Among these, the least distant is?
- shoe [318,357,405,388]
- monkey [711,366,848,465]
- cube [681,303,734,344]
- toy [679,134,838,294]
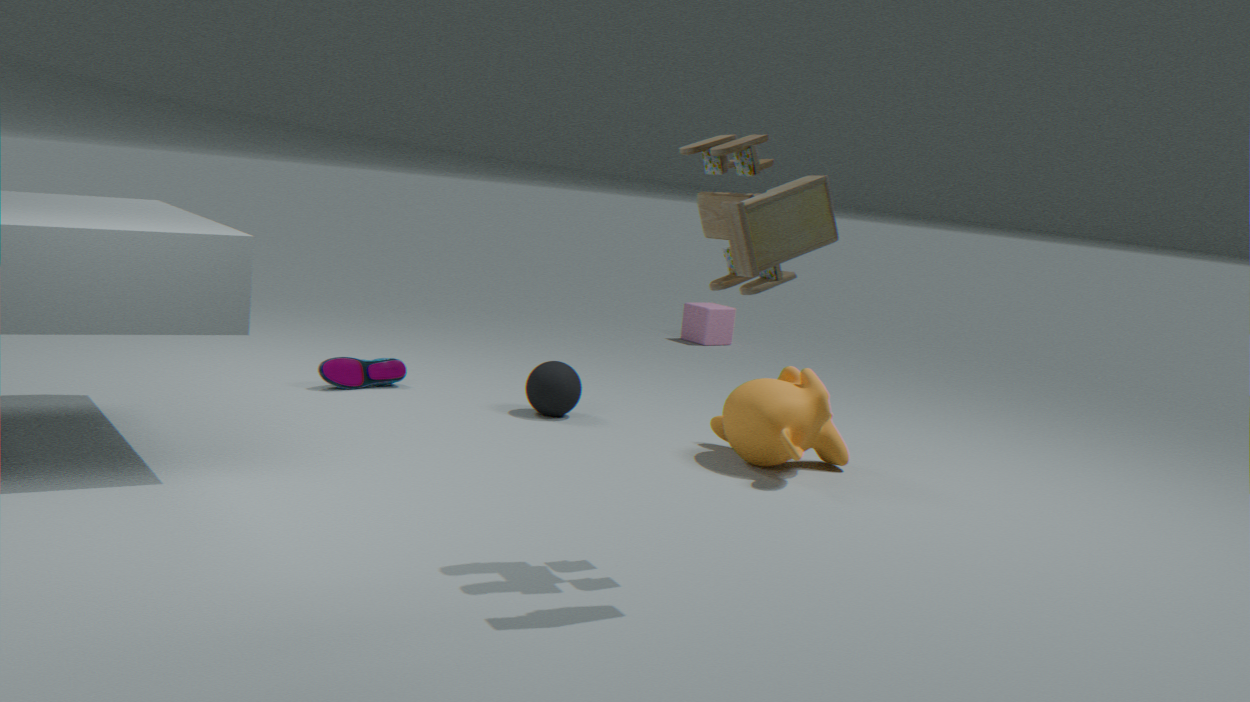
toy [679,134,838,294]
